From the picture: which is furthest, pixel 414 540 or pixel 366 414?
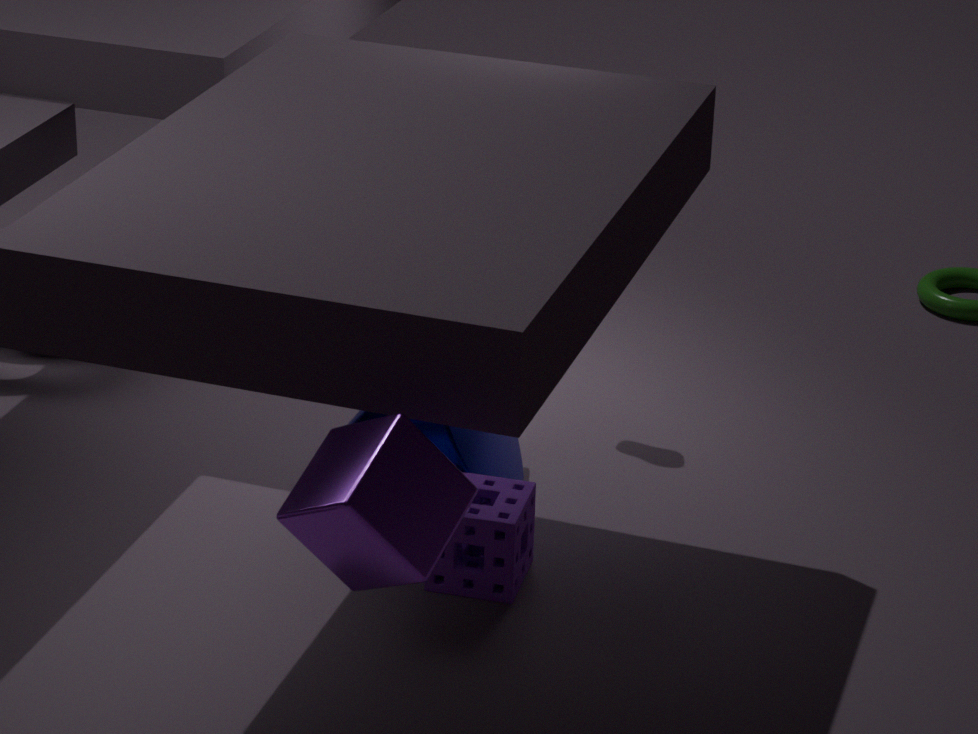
pixel 366 414
